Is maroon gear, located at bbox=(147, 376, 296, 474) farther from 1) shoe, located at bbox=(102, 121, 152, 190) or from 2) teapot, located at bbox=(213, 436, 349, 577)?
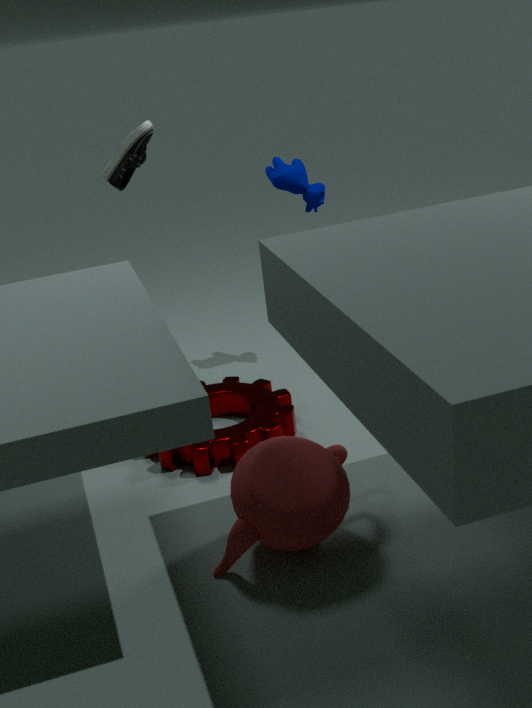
1) shoe, located at bbox=(102, 121, 152, 190)
